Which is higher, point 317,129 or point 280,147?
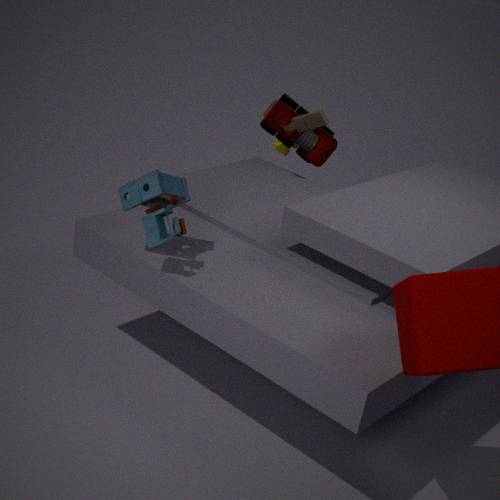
point 317,129
